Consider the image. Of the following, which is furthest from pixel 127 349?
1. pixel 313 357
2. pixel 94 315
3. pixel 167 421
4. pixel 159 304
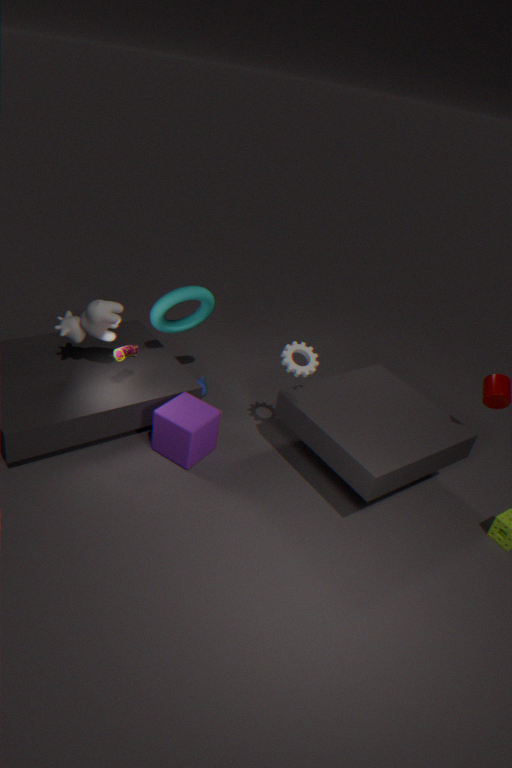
pixel 313 357
